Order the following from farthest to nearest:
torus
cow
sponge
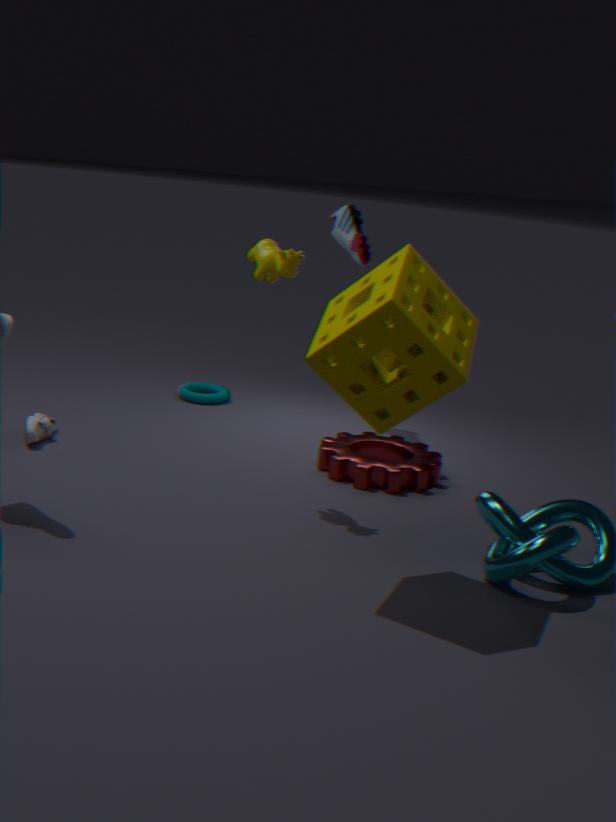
1. torus
2. cow
3. sponge
